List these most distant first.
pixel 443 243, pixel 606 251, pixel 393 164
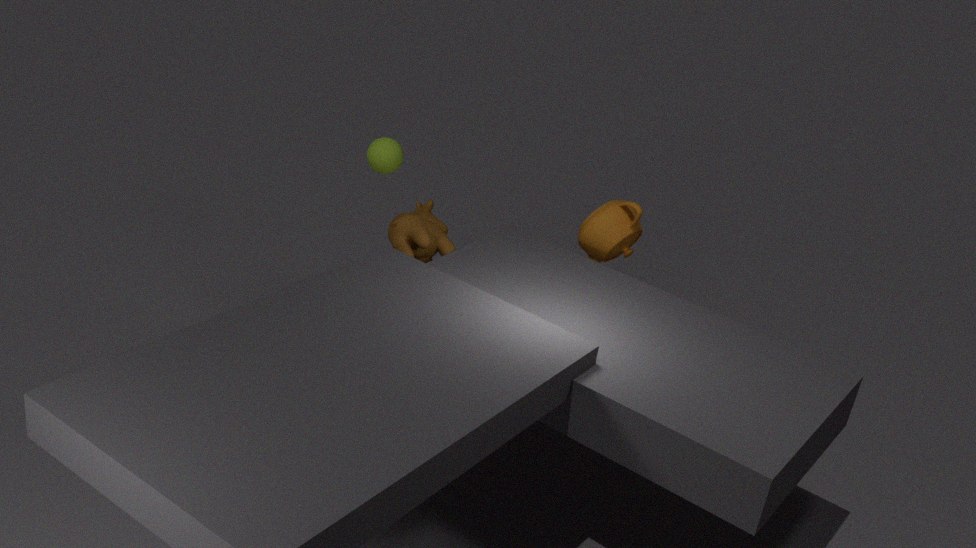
pixel 606 251 < pixel 393 164 < pixel 443 243
